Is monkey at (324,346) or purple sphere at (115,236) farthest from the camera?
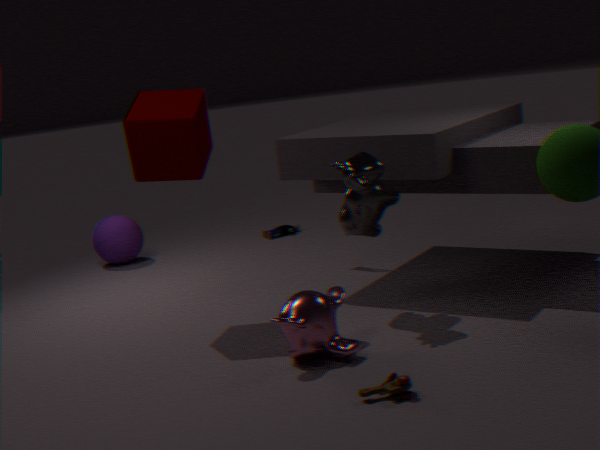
purple sphere at (115,236)
